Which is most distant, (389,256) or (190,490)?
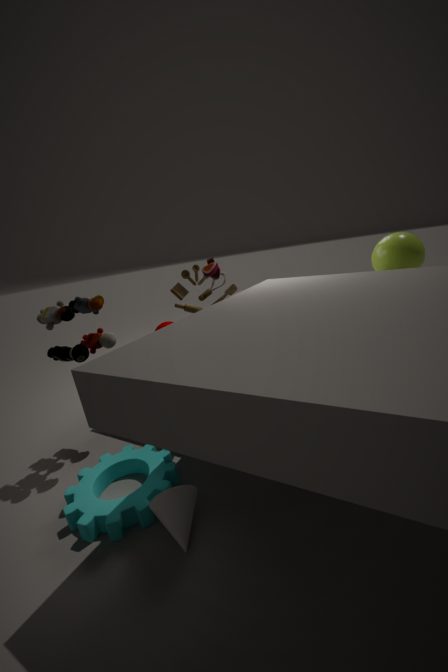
(389,256)
